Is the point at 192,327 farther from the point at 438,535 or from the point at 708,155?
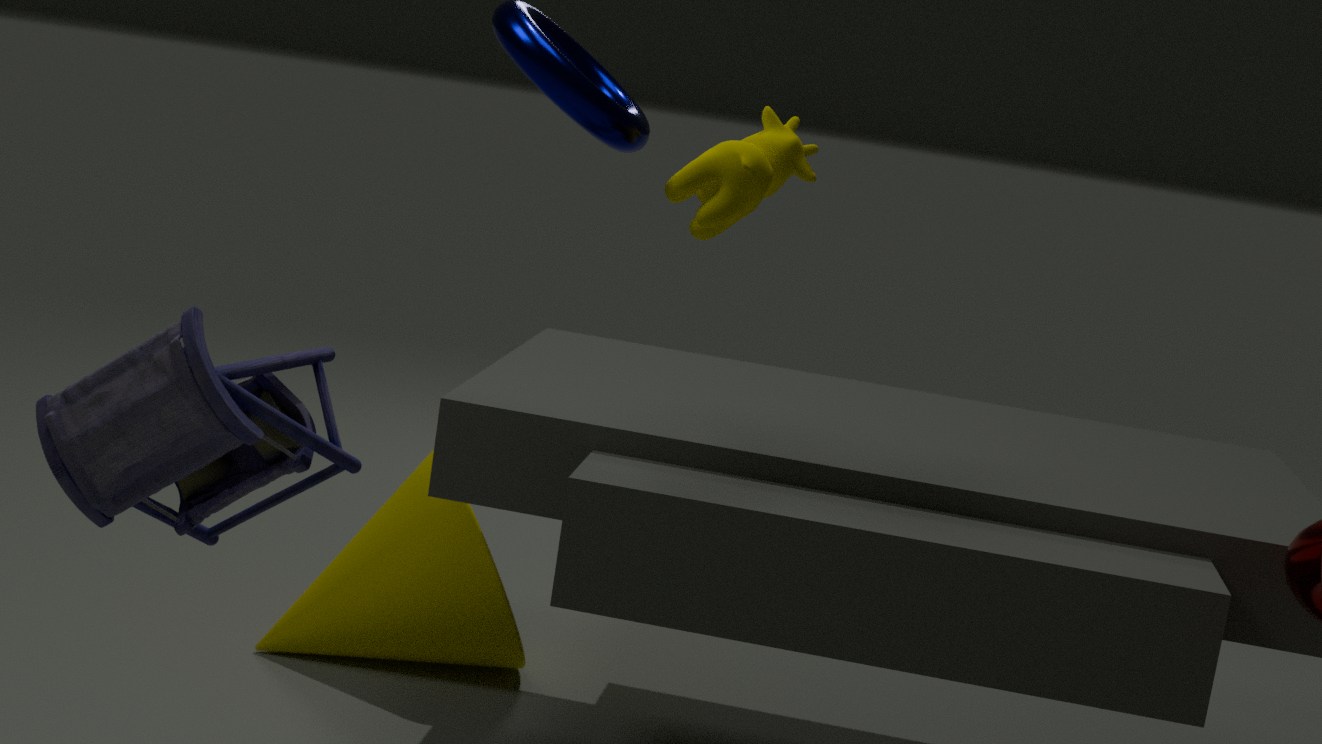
the point at 438,535
